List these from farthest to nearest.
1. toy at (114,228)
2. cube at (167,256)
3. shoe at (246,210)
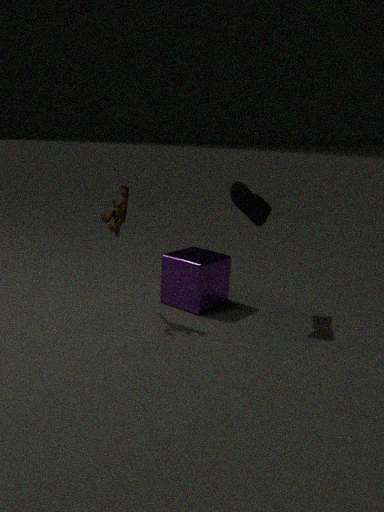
cube at (167,256)
shoe at (246,210)
toy at (114,228)
